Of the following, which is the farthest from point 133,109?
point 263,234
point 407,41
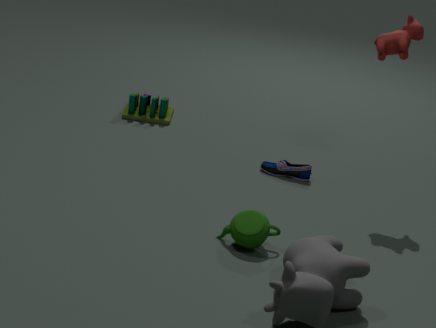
point 407,41
